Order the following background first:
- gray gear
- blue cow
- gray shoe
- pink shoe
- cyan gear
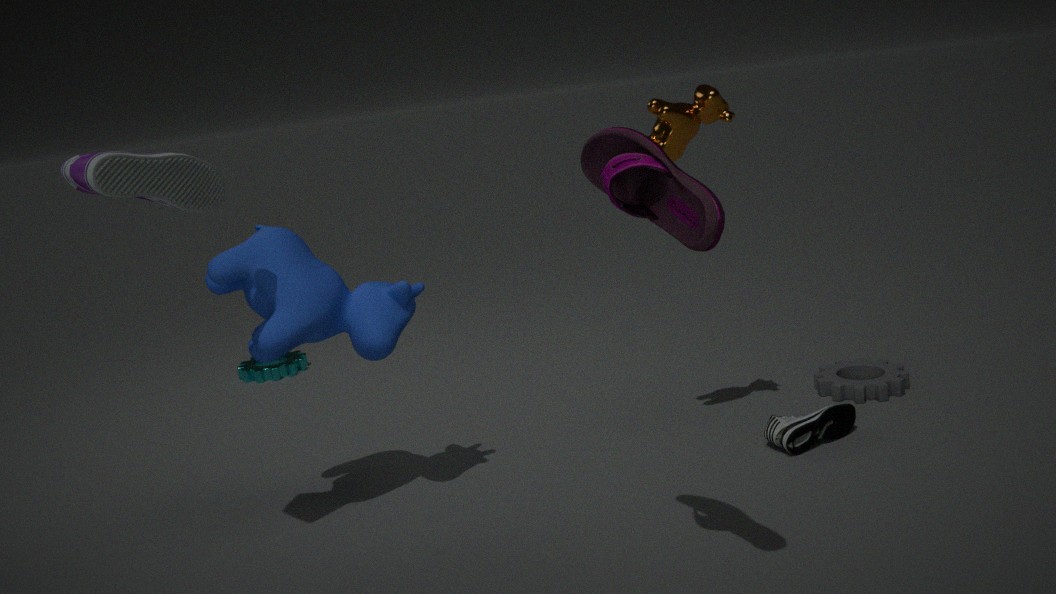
cyan gear → gray gear → blue cow → gray shoe → pink shoe
